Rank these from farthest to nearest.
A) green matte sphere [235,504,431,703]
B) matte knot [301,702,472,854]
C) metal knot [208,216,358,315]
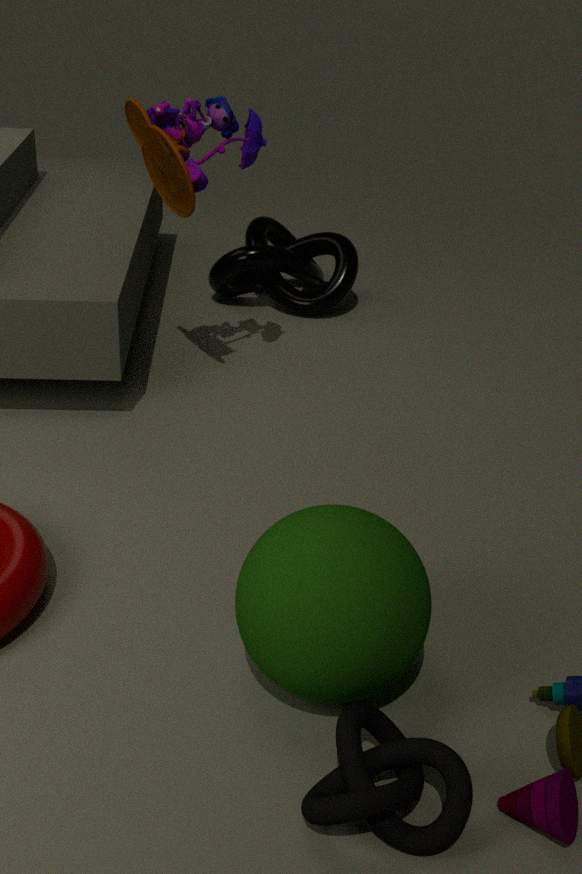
metal knot [208,216,358,315], green matte sphere [235,504,431,703], matte knot [301,702,472,854]
